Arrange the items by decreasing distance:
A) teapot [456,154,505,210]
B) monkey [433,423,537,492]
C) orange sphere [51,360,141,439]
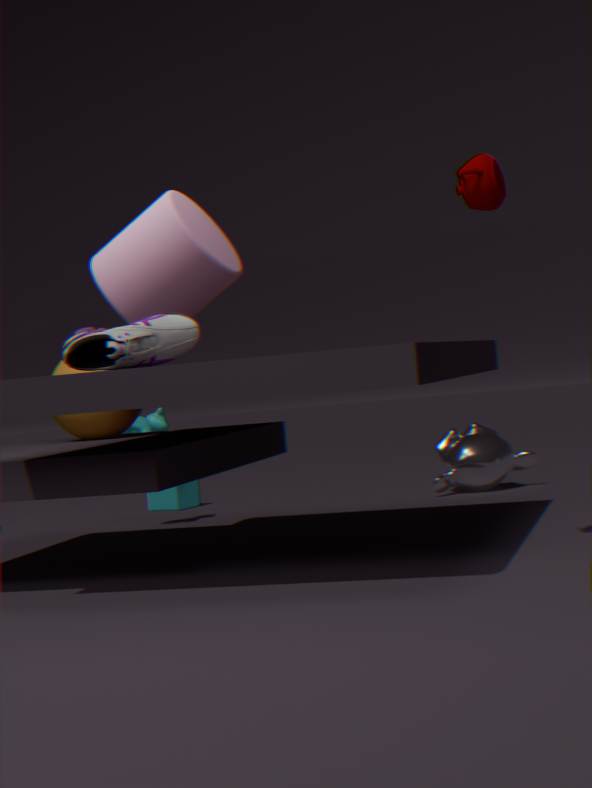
monkey [433,423,537,492] → orange sphere [51,360,141,439] → teapot [456,154,505,210]
